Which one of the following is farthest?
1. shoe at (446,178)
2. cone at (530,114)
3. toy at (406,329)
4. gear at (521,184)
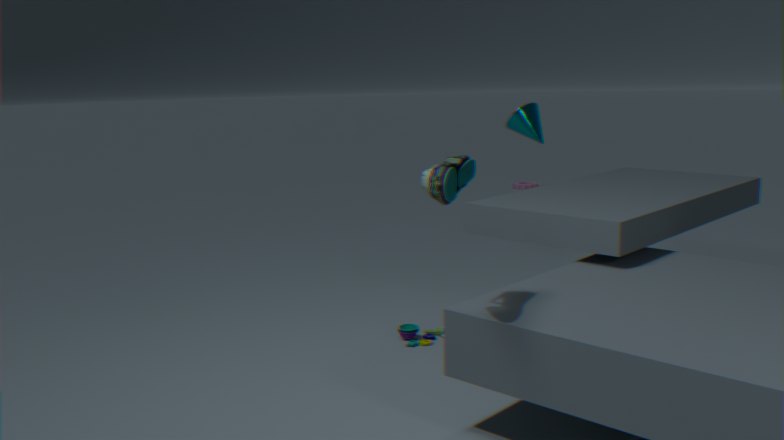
gear at (521,184)
